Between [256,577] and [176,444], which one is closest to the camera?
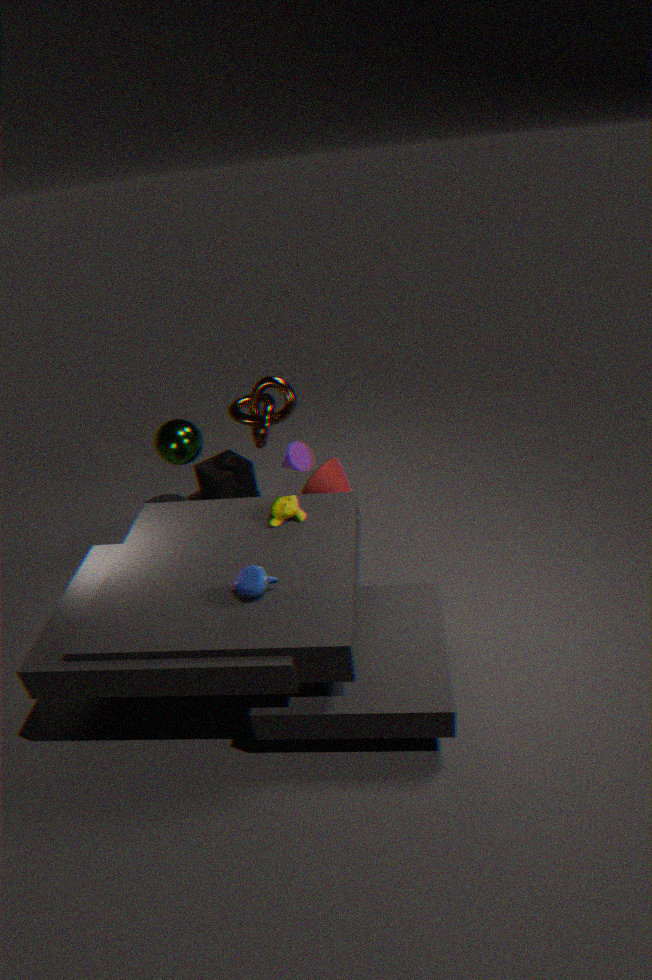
[256,577]
